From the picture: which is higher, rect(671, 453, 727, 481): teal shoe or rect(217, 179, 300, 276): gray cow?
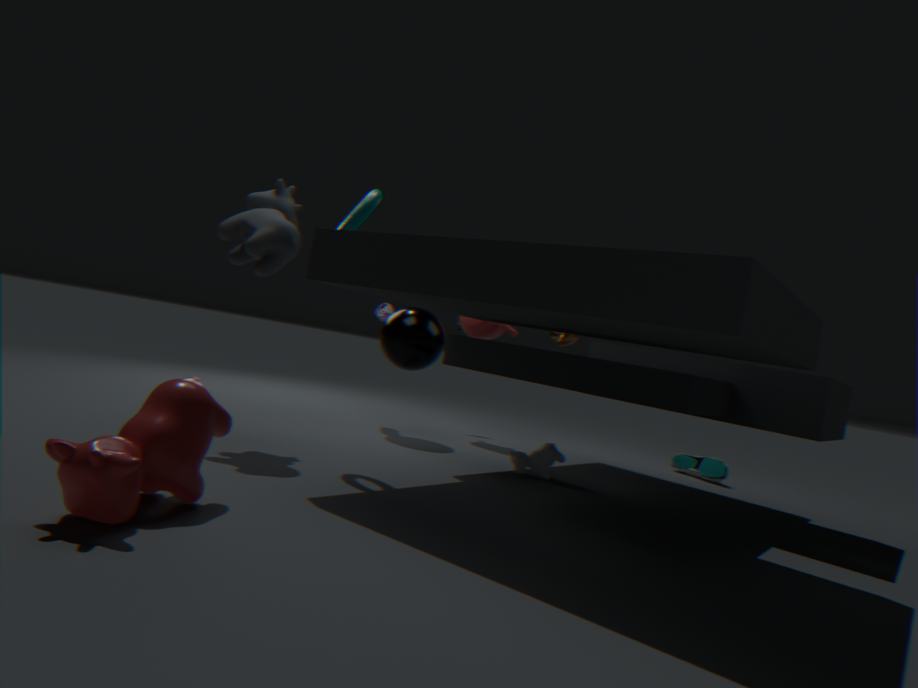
rect(217, 179, 300, 276): gray cow
